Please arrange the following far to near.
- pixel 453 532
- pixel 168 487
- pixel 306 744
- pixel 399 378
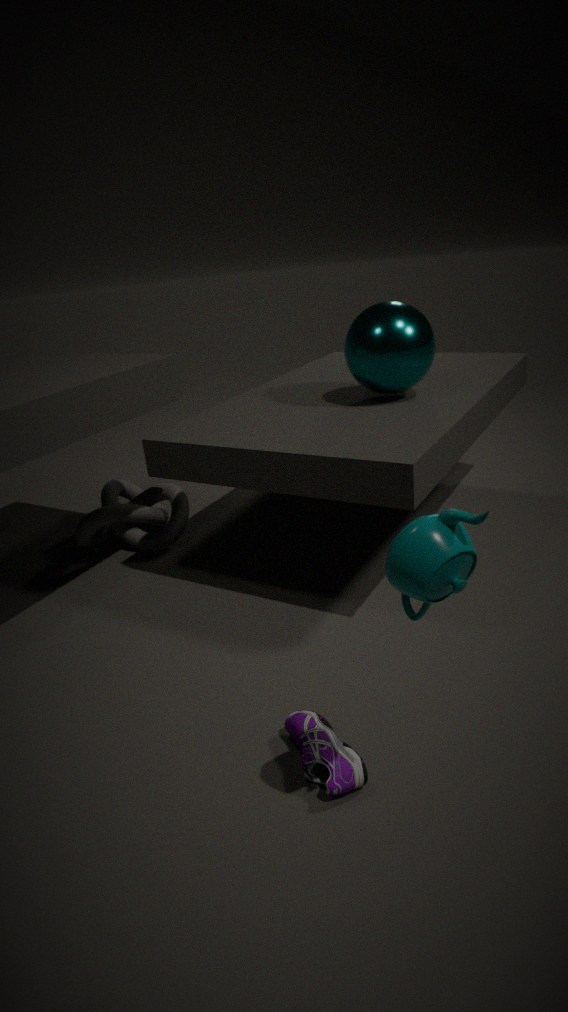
pixel 168 487 → pixel 399 378 → pixel 306 744 → pixel 453 532
